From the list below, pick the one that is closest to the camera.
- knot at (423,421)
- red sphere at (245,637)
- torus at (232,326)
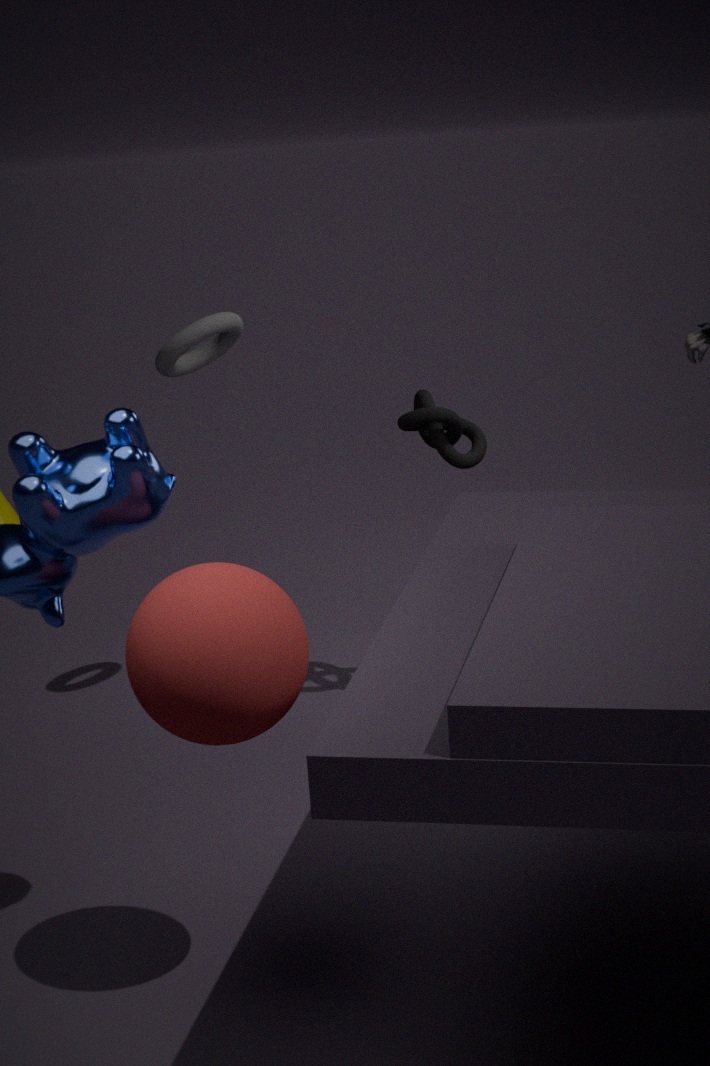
red sphere at (245,637)
